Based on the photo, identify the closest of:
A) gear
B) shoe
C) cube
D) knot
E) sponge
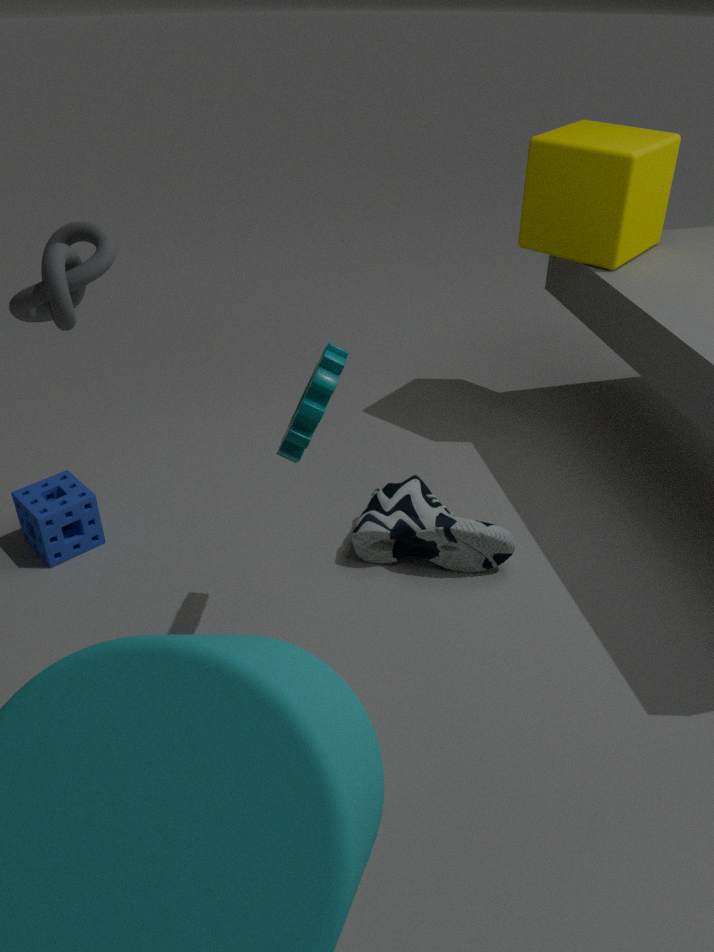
knot
